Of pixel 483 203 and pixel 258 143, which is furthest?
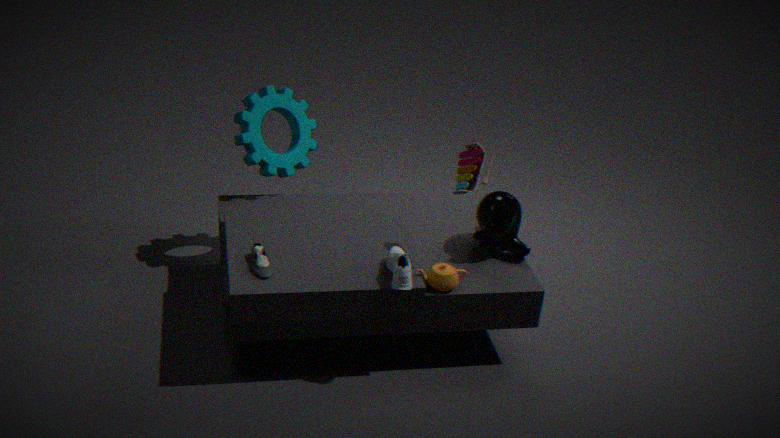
pixel 258 143
